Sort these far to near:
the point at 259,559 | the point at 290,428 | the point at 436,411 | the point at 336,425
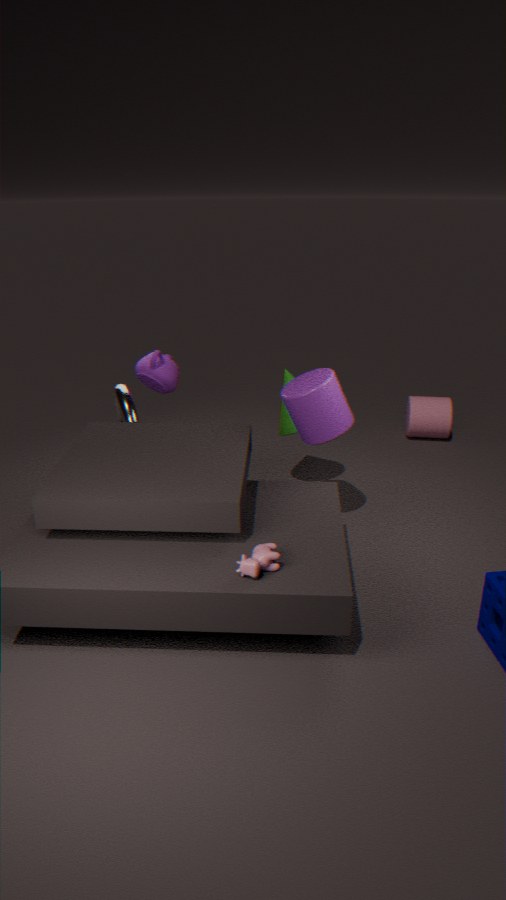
the point at 436,411 → the point at 290,428 → the point at 336,425 → the point at 259,559
